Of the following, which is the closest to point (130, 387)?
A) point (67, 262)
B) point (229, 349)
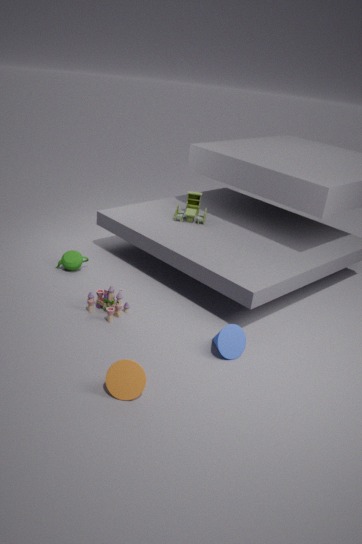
point (229, 349)
